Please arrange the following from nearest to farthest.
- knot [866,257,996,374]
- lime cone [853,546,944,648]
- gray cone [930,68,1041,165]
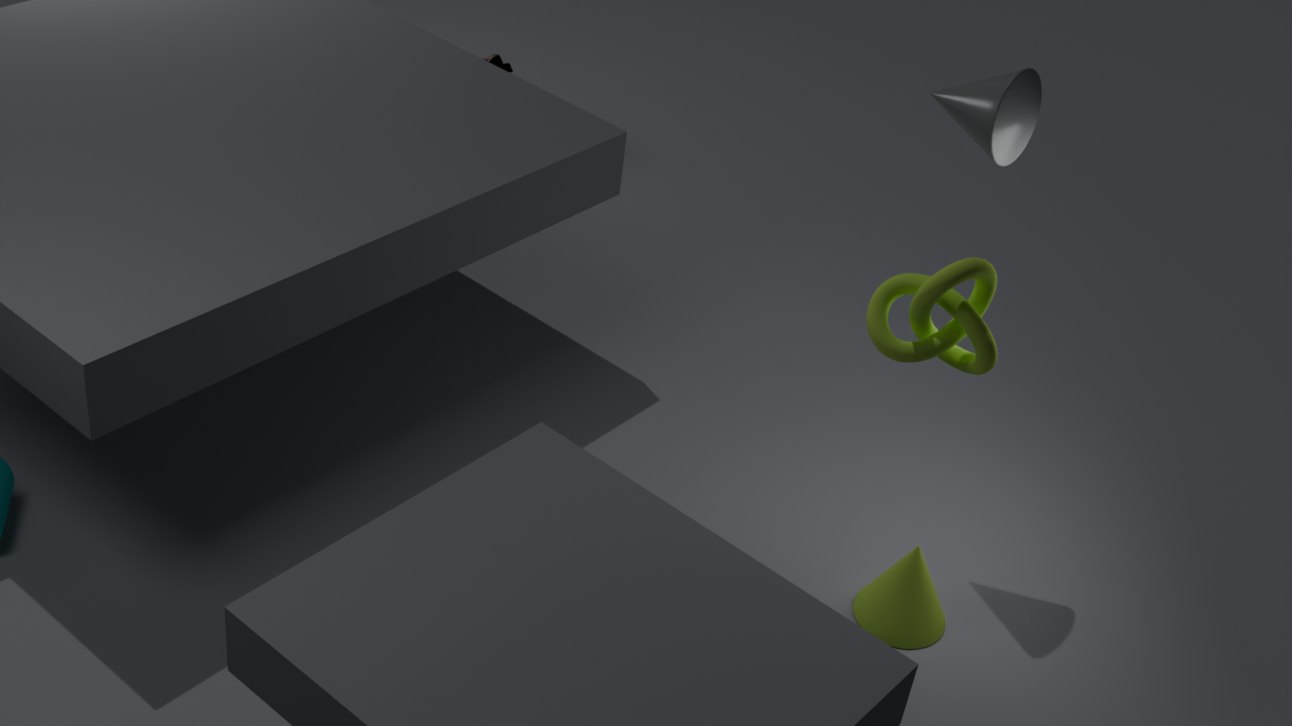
knot [866,257,996,374] < gray cone [930,68,1041,165] < lime cone [853,546,944,648]
